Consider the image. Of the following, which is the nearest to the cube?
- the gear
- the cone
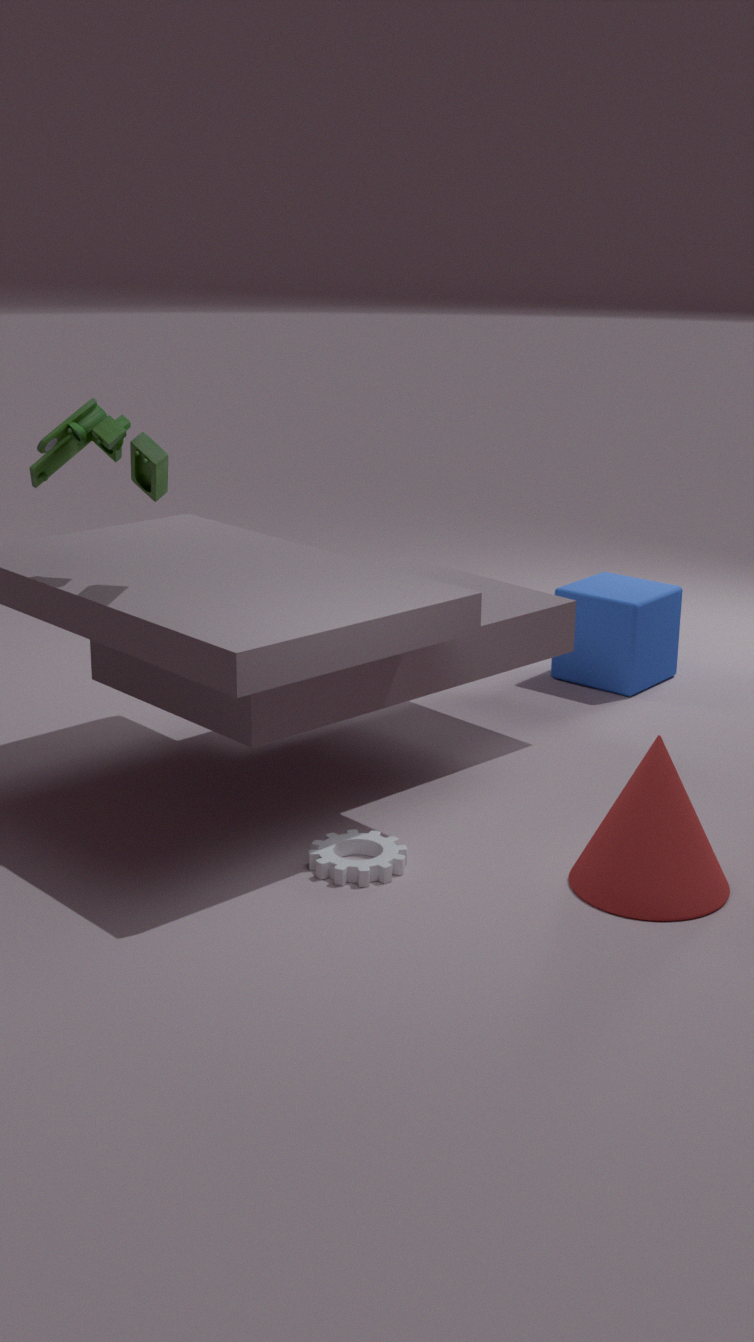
the cone
